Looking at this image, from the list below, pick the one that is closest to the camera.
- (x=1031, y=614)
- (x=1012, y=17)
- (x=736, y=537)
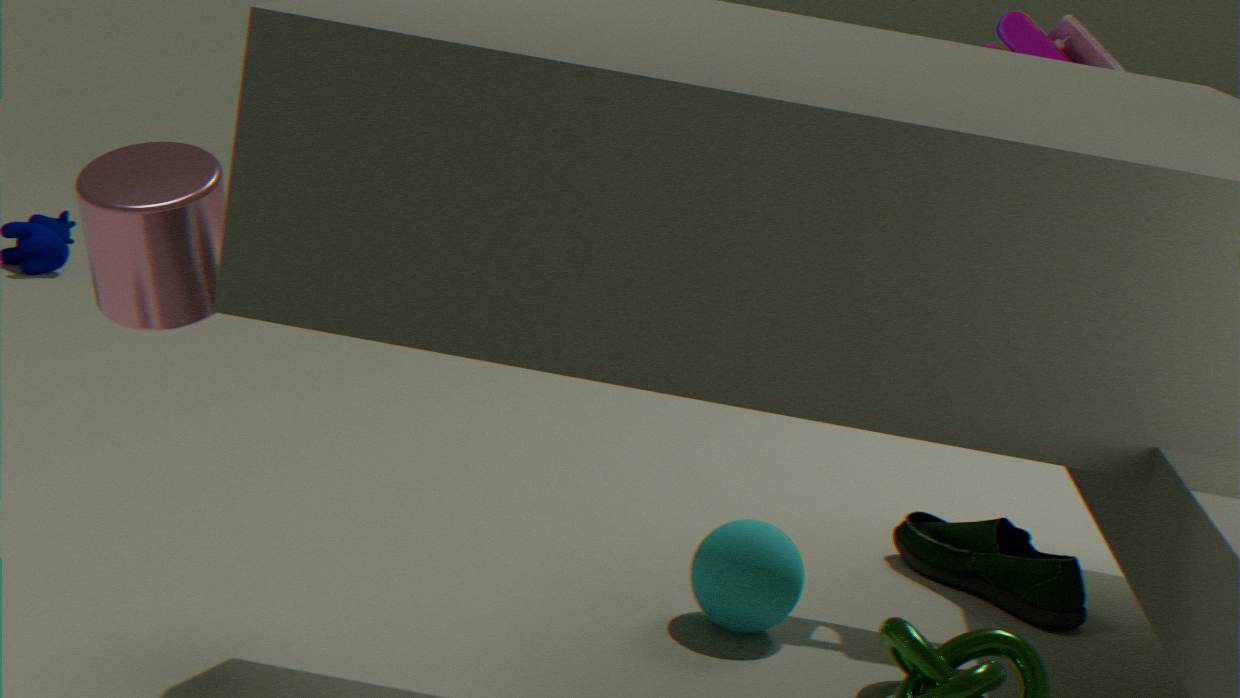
(x=736, y=537)
